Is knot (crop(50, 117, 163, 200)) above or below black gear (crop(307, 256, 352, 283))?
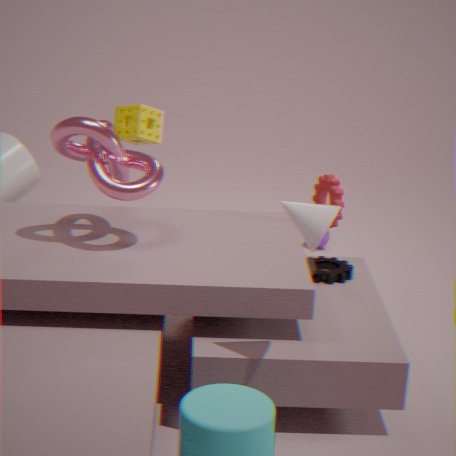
above
